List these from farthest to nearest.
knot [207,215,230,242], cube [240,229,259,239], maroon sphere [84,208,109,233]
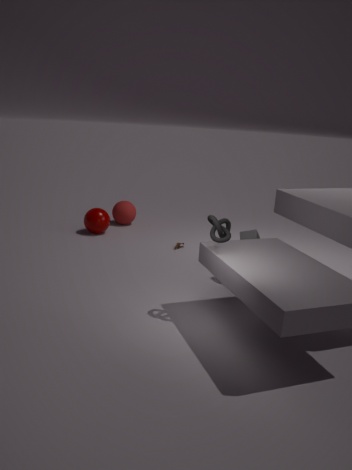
maroon sphere [84,208,109,233], cube [240,229,259,239], knot [207,215,230,242]
